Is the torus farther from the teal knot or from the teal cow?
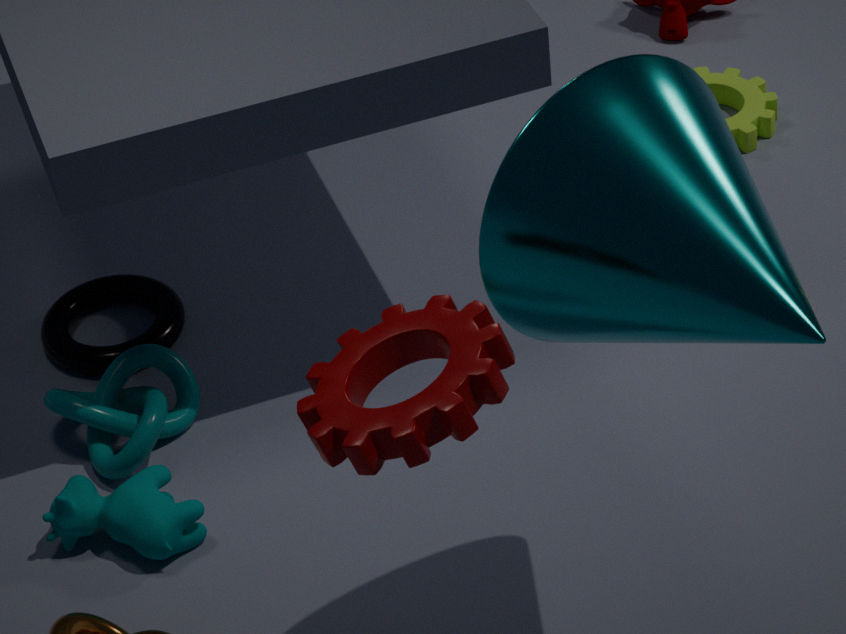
the teal cow
